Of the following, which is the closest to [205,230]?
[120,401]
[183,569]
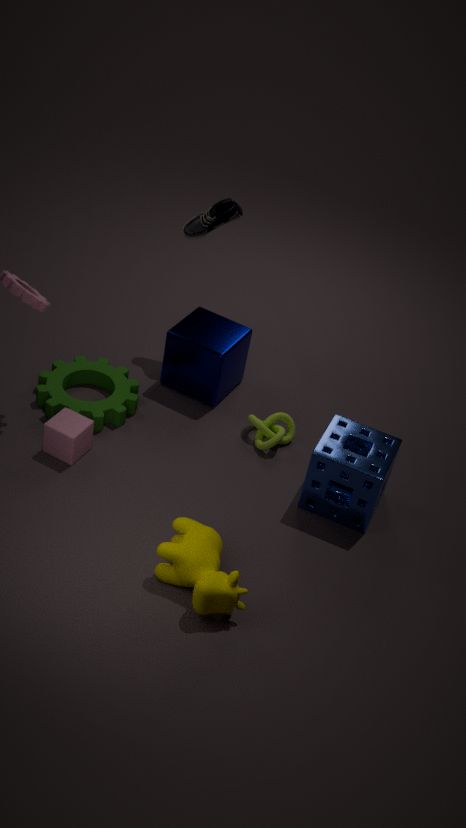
[120,401]
